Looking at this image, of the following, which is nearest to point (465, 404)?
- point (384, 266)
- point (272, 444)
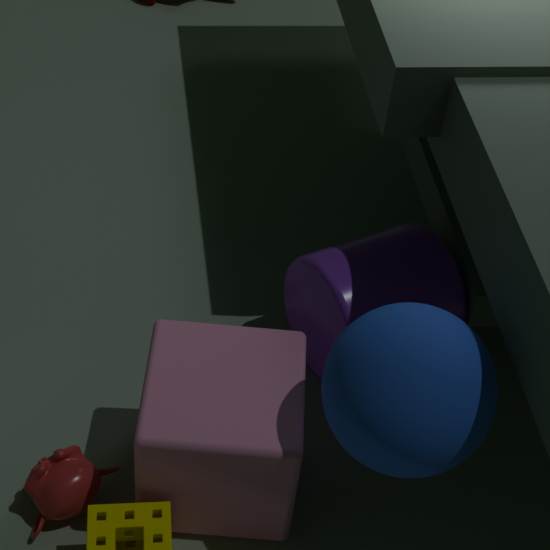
point (272, 444)
